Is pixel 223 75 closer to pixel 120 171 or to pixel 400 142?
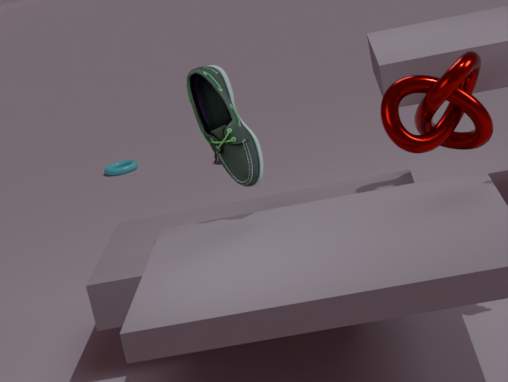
pixel 400 142
